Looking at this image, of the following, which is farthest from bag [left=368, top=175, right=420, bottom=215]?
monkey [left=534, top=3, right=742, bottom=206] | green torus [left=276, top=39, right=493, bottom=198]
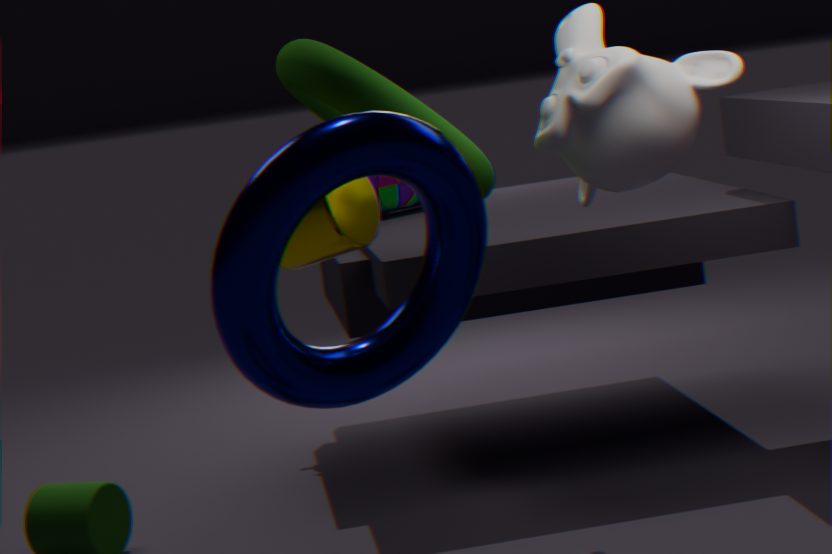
monkey [left=534, top=3, right=742, bottom=206]
